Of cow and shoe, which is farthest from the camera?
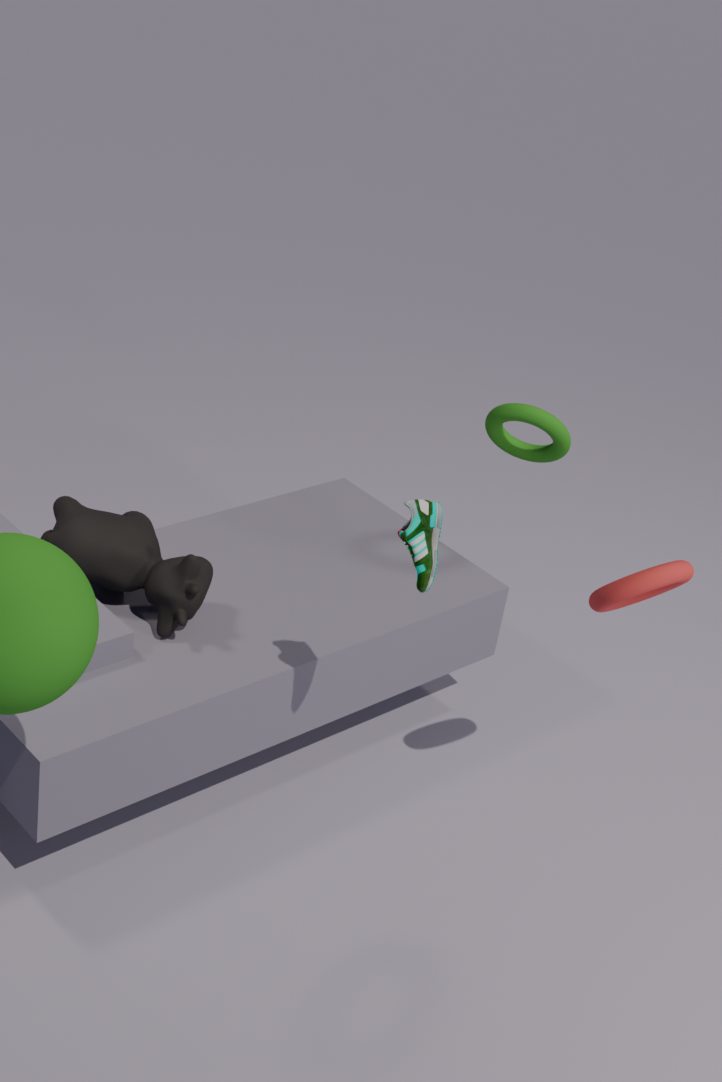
cow
